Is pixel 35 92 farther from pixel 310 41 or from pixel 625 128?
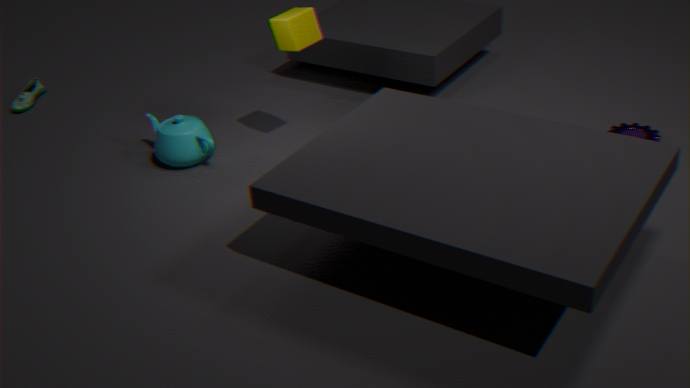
pixel 625 128
